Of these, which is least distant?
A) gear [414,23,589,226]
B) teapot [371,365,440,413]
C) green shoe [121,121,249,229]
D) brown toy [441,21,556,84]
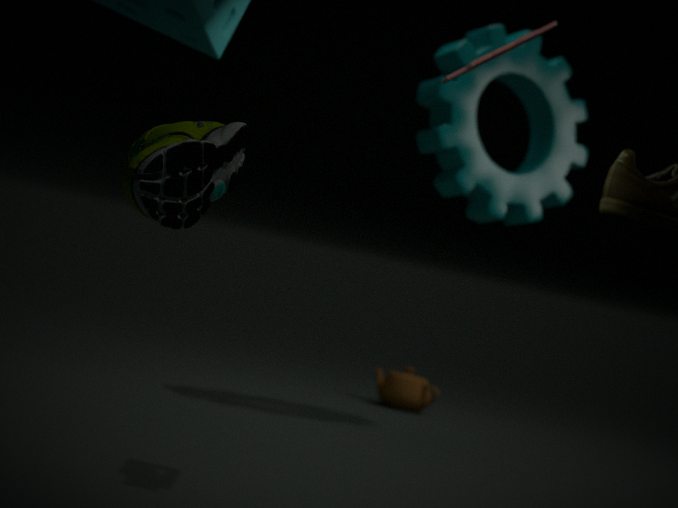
green shoe [121,121,249,229]
